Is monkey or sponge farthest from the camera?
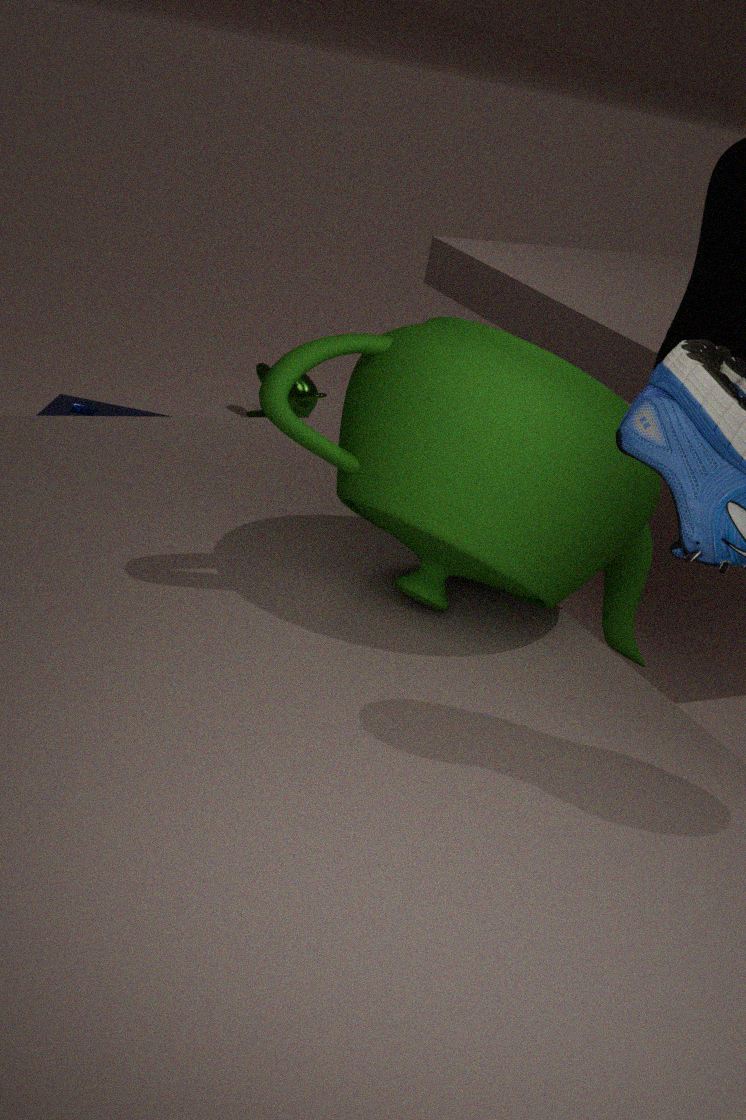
monkey
